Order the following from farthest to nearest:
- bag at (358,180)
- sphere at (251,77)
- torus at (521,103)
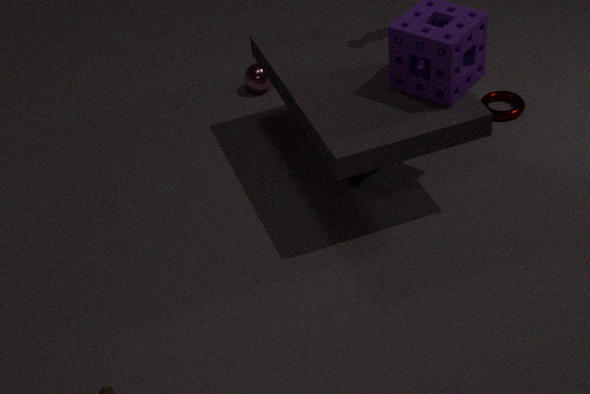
sphere at (251,77)
torus at (521,103)
bag at (358,180)
